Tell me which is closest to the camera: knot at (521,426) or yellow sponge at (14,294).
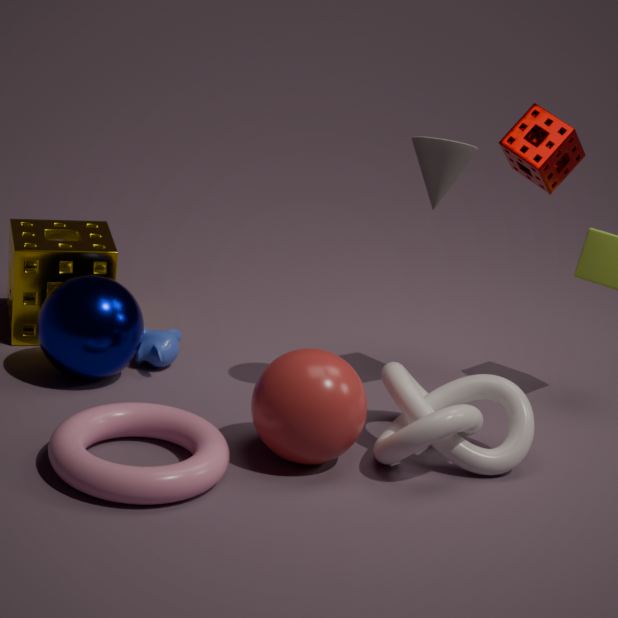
knot at (521,426)
